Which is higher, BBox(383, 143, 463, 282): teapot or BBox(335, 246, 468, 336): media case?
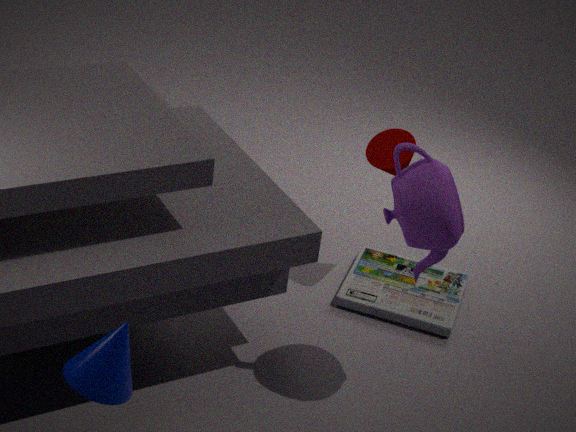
BBox(383, 143, 463, 282): teapot
